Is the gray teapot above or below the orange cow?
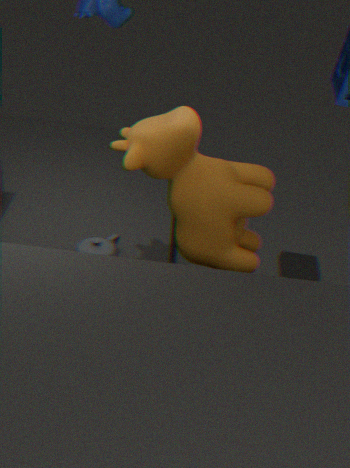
below
